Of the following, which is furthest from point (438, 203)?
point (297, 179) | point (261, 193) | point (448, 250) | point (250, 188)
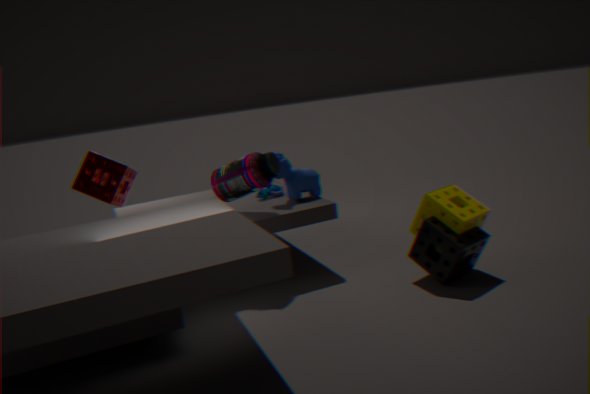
point (261, 193)
